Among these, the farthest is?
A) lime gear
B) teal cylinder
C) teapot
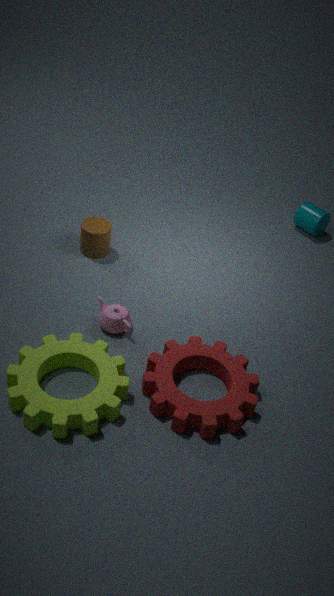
teal cylinder
